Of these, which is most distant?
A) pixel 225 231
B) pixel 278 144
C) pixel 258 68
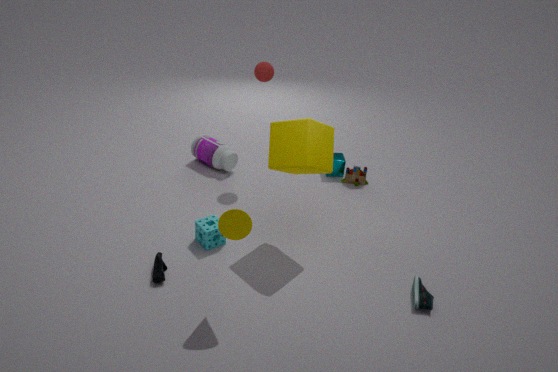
pixel 258 68
